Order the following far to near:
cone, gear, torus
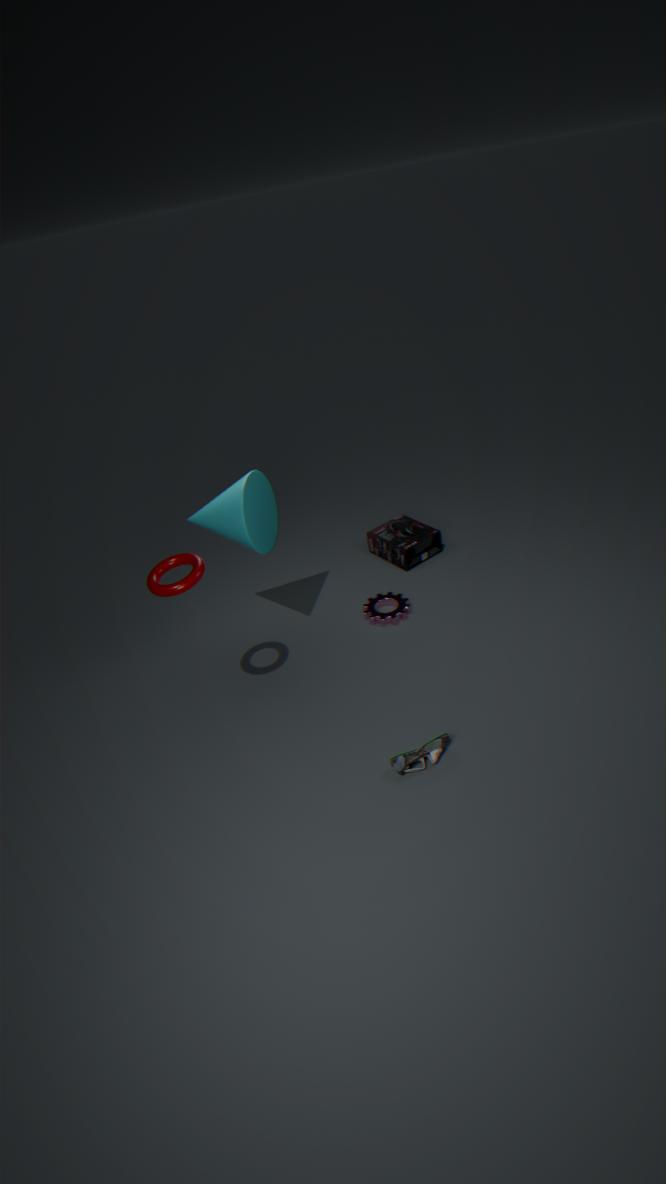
gear, cone, torus
